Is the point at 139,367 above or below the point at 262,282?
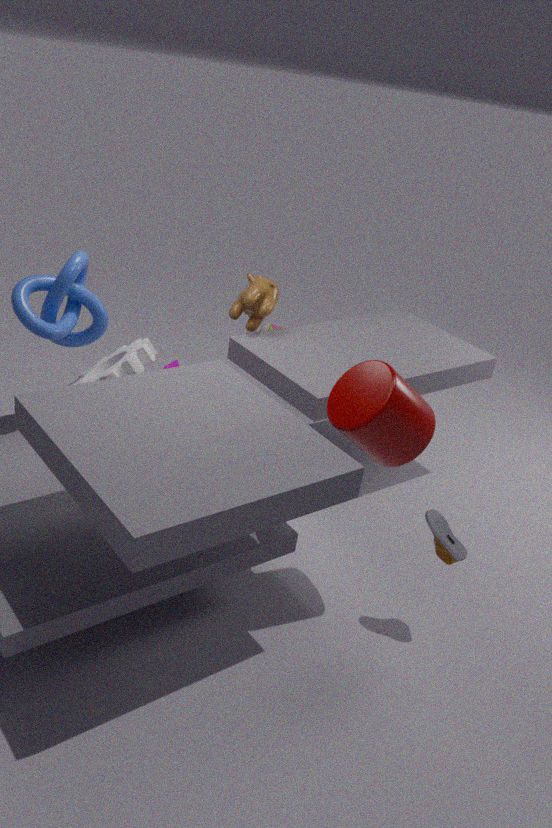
below
